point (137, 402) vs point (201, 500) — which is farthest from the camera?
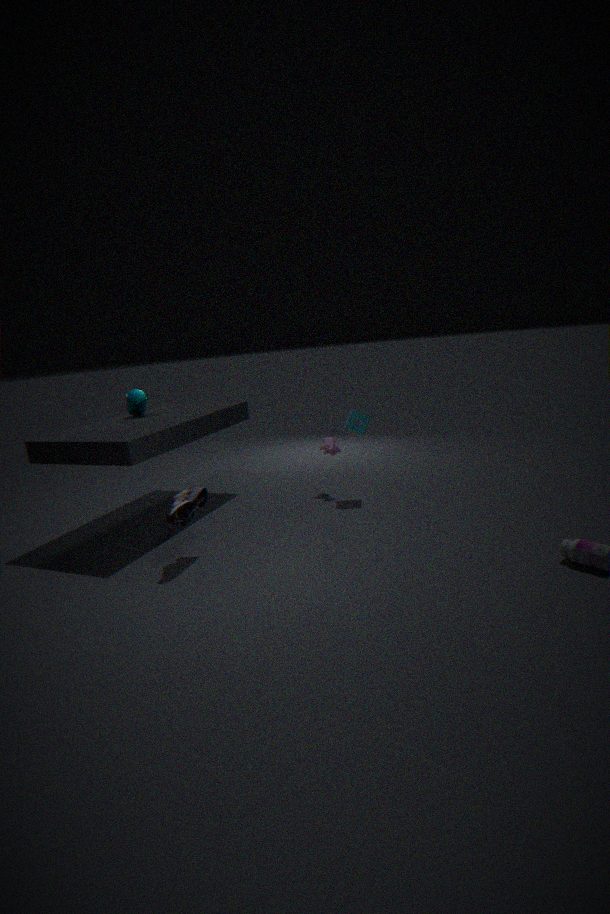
point (137, 402)
